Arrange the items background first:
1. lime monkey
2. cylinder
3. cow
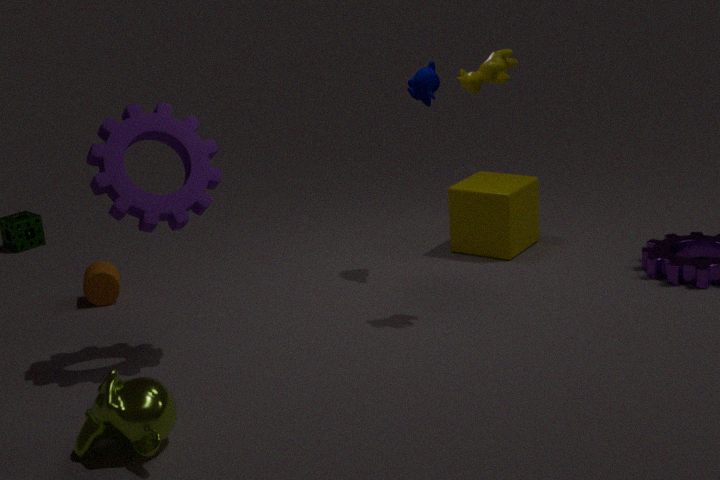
cylinder
cow
lime monkey
